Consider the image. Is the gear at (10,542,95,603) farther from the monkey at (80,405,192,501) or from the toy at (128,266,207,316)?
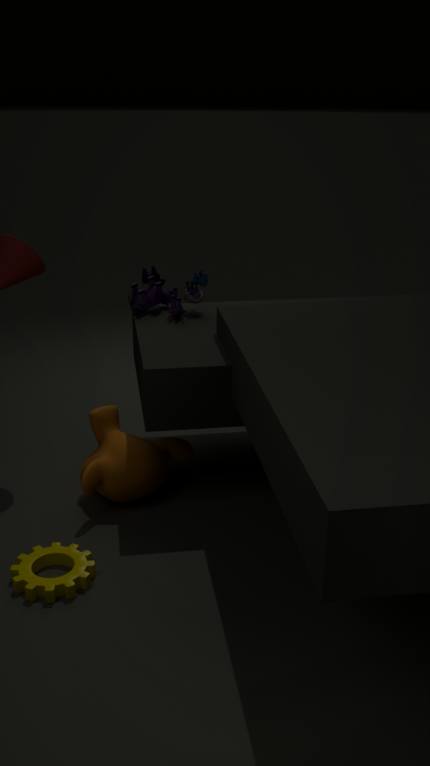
the toy at (128,266,207,316)
